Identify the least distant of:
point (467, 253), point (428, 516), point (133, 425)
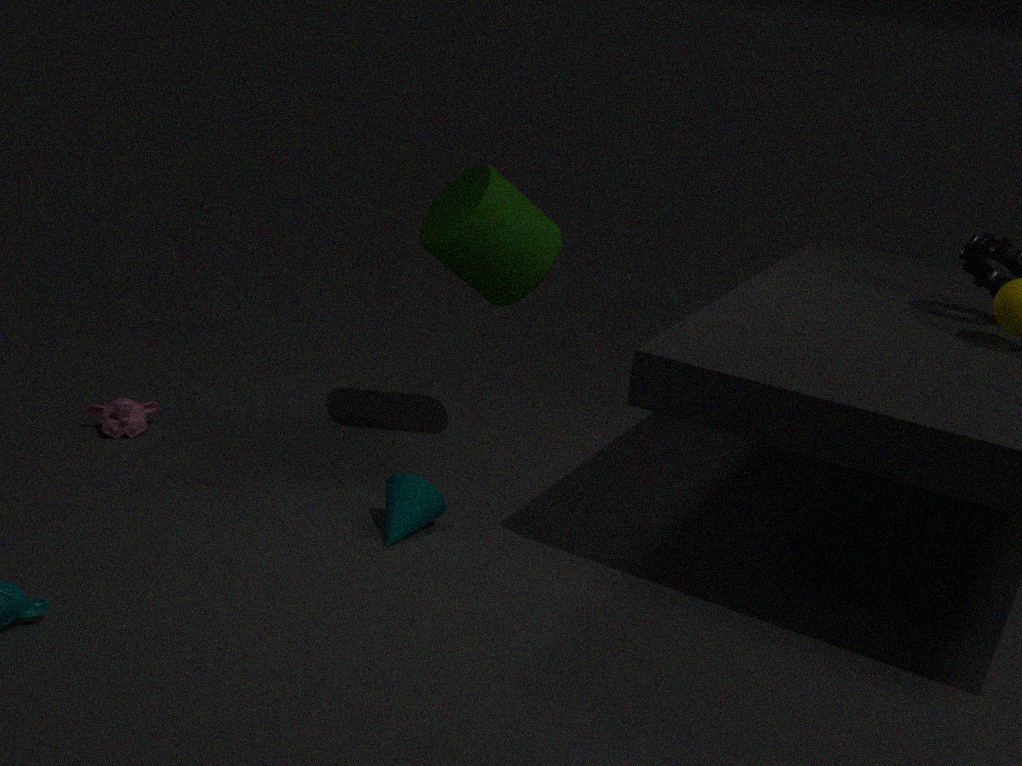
point (428, 516)
